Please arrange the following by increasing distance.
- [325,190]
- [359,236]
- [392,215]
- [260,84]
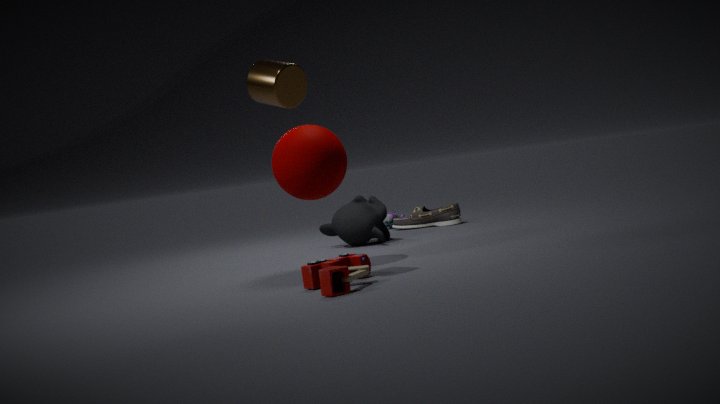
[260,84], [325,190], [359,236], [392,215]
